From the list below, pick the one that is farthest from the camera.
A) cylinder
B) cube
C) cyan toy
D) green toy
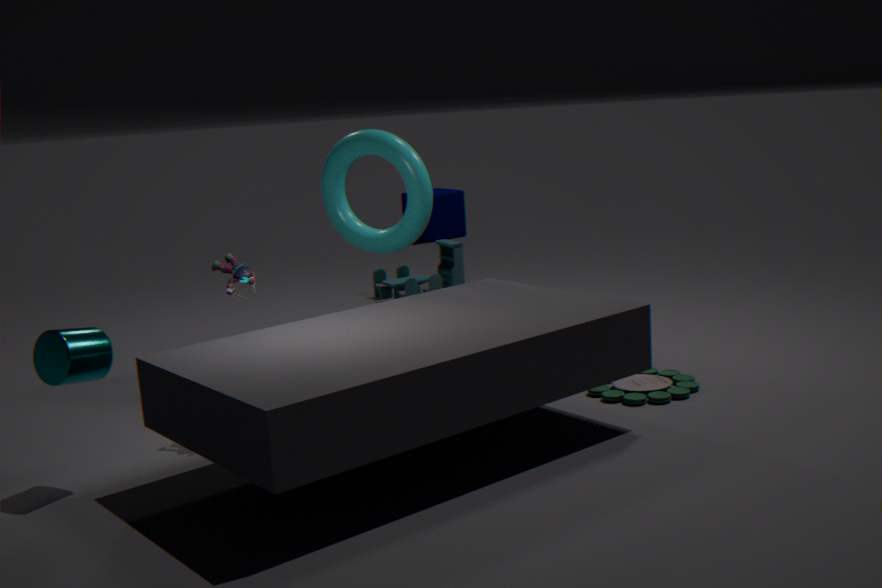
cube
